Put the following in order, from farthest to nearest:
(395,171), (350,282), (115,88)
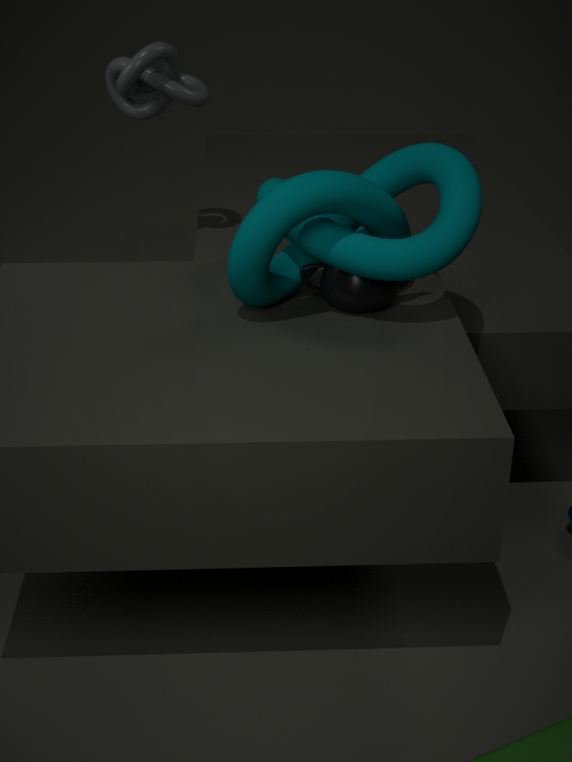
1. (115,88)
2. (395,171)
3. (350,282)
